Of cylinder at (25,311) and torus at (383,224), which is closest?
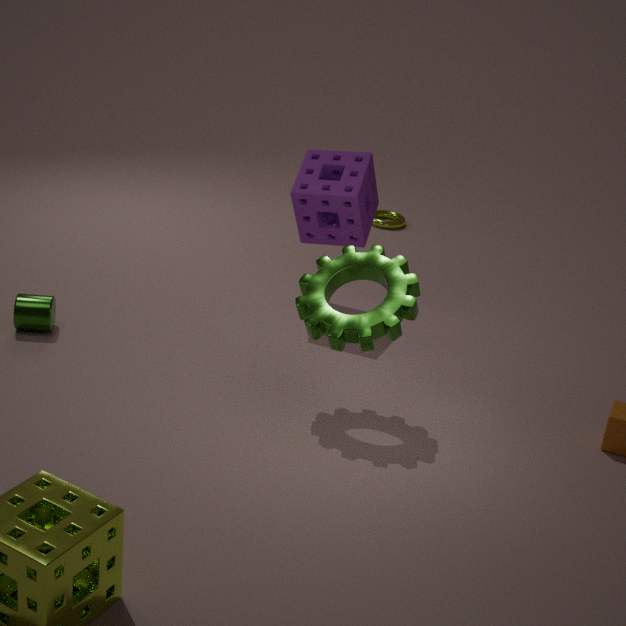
cylinder at (25,311)
